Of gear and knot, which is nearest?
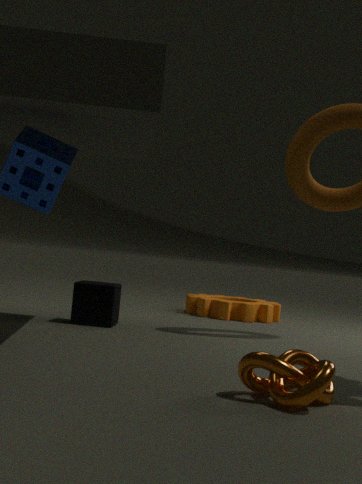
knot
